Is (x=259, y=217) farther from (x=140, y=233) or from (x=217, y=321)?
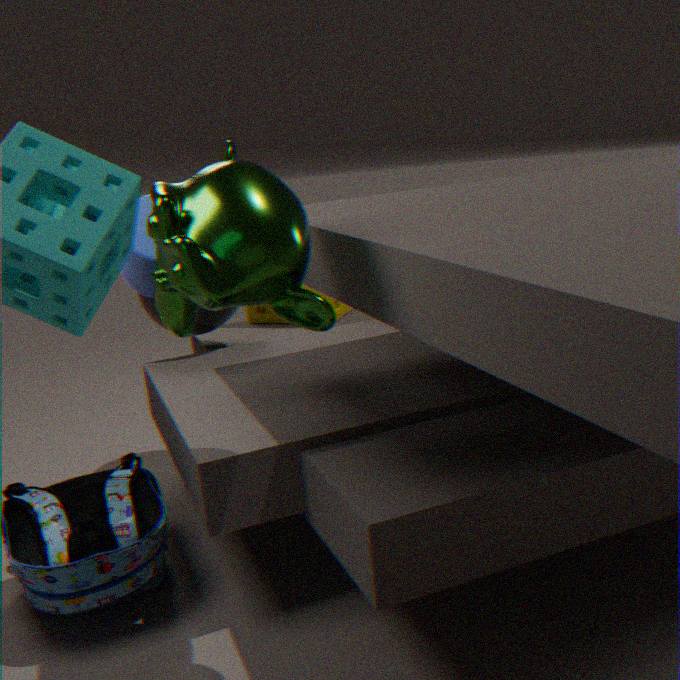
(x=217, y=321)
